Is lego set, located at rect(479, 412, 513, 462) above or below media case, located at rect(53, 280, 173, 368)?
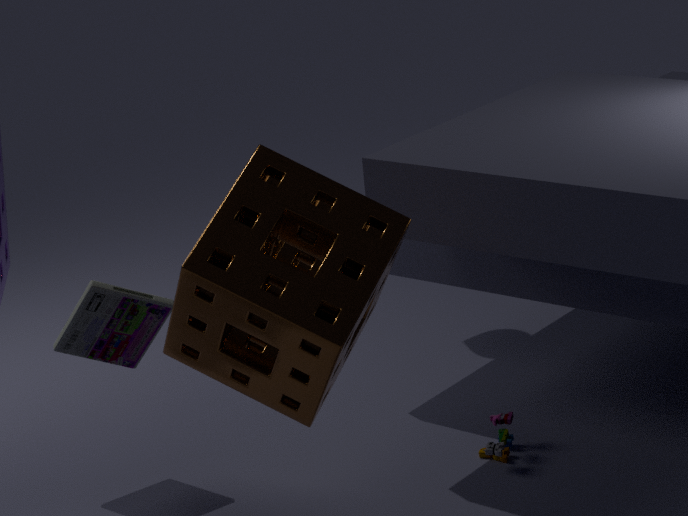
below
